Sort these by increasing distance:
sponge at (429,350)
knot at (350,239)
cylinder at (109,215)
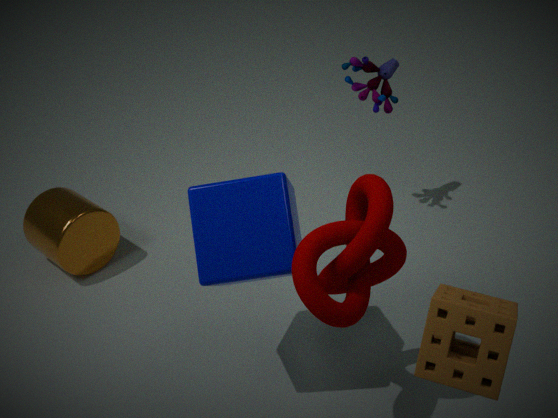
sponge at (429,350) → knot at (350,239) → cylinder at (109,215)
